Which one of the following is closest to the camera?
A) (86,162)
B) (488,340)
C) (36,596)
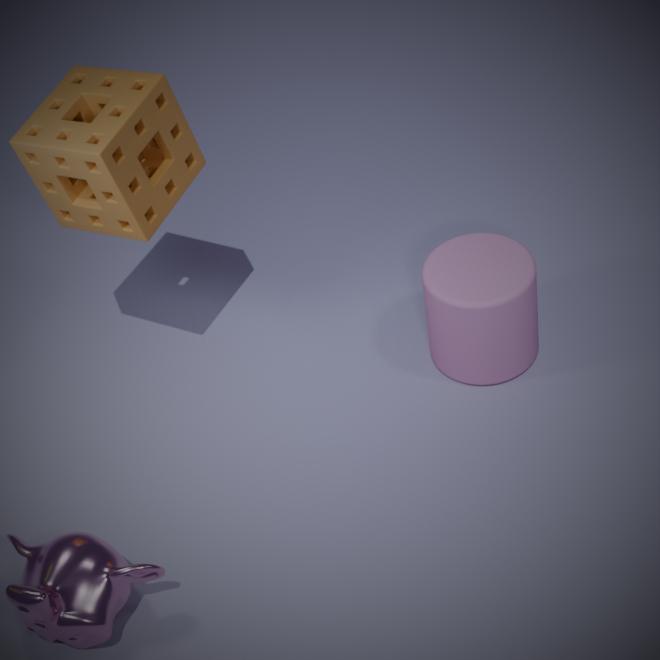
(36,596)
